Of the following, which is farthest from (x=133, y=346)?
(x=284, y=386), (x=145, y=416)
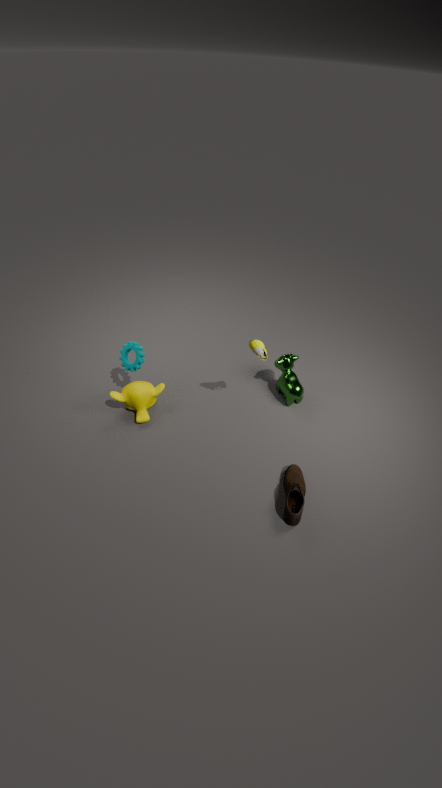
(x=284, y=386)
